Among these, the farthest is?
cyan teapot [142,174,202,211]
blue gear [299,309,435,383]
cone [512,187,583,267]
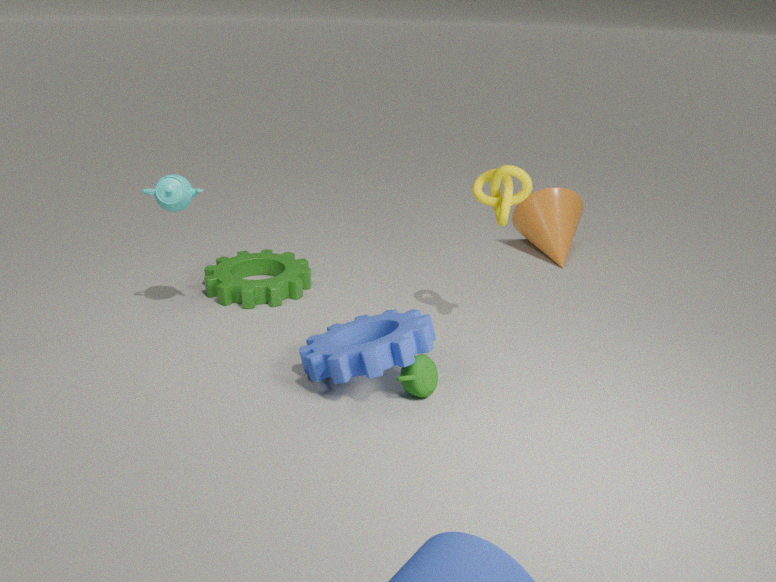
cone [512,187,583,267]
